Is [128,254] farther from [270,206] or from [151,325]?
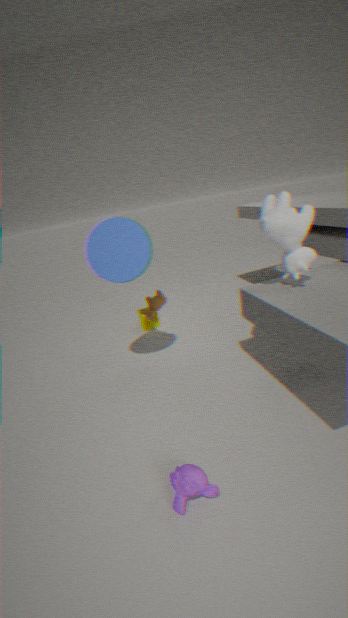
[151,325]
